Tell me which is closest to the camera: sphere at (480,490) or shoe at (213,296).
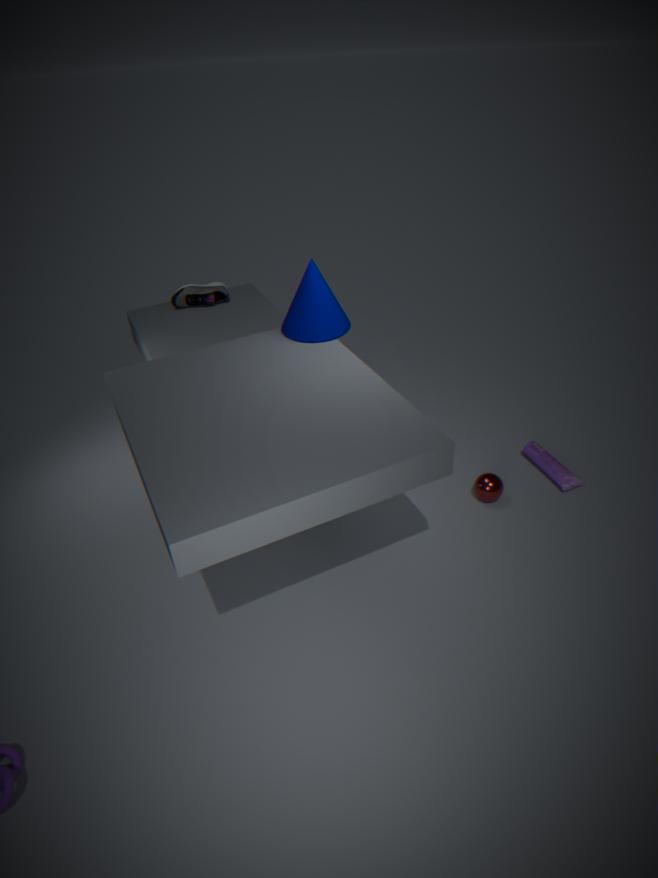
sphere at (480,490)
